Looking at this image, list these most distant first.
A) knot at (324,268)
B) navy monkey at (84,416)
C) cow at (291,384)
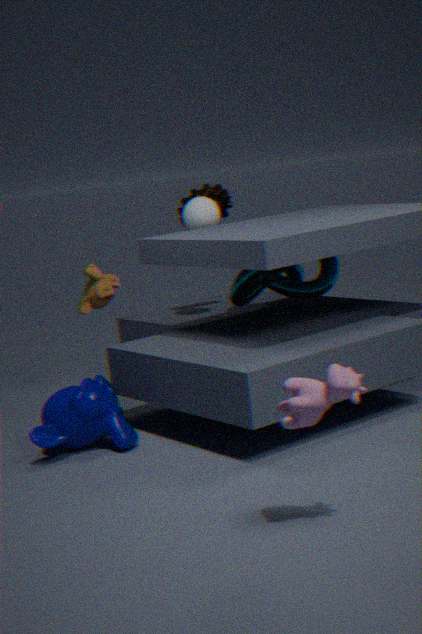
1. knot at (324,268)
2. navy monkey at (84,416)
3. cow at (291,384)
